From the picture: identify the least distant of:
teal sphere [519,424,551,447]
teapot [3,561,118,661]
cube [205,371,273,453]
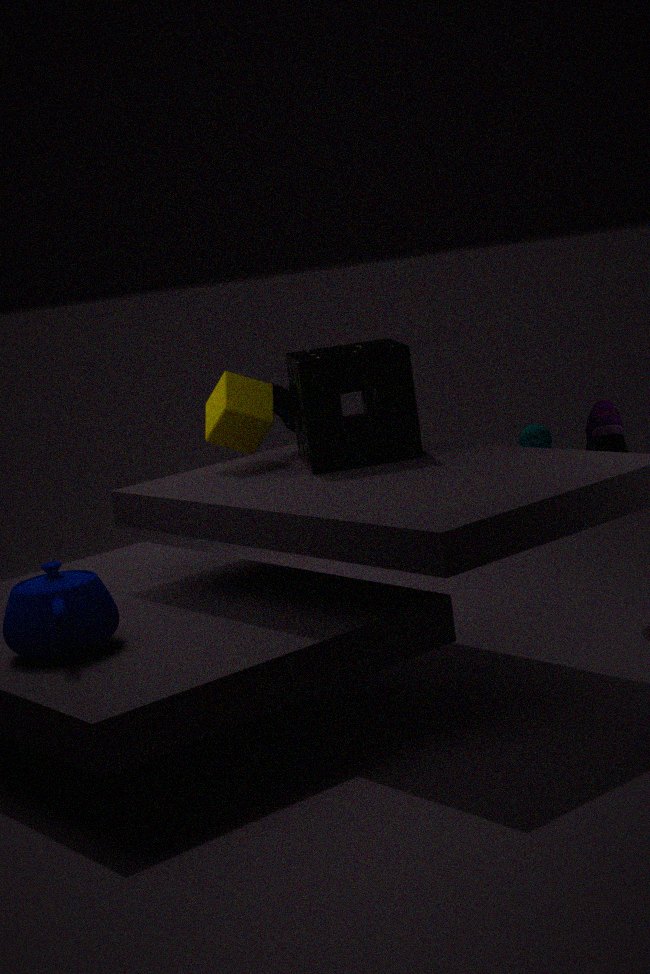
teapot [3,561,118,661]
